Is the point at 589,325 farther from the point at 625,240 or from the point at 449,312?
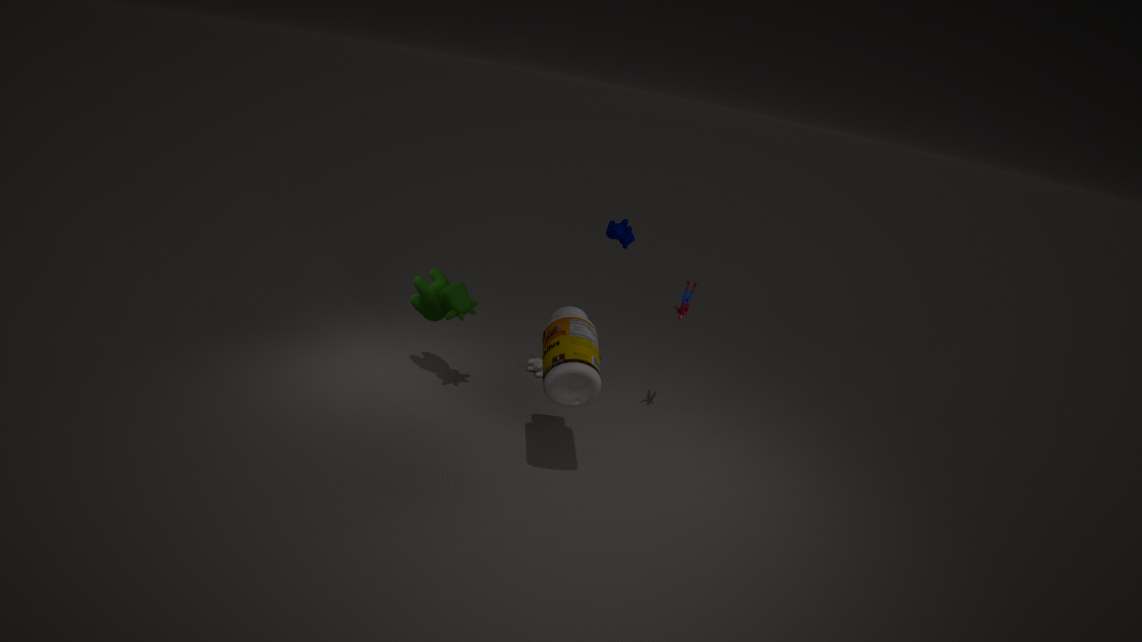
the point at 625,240
